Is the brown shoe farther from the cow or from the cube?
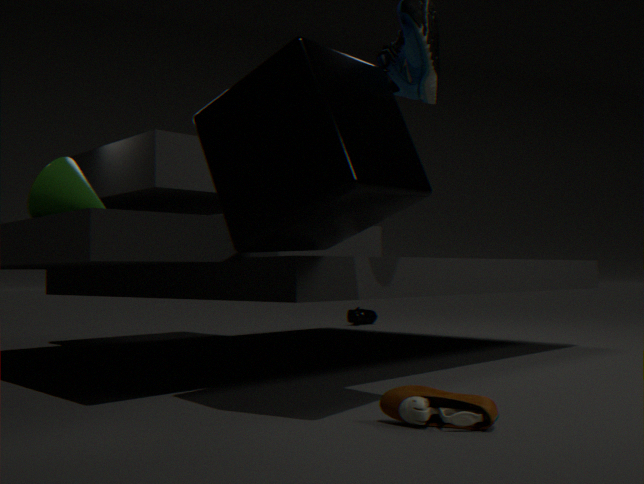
the cow
